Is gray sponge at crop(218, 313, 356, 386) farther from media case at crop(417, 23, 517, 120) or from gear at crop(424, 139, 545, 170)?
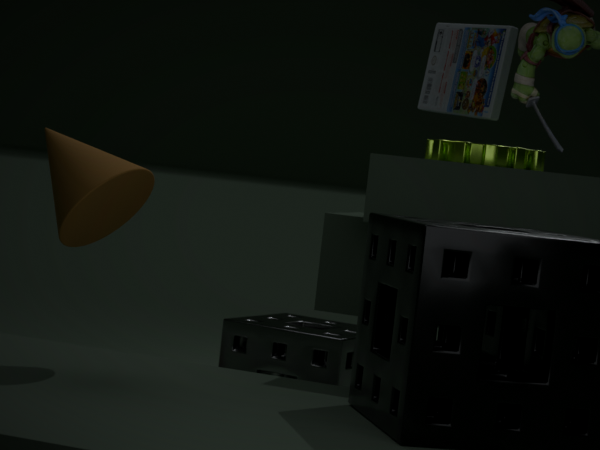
media case at crop(417, 23, 517, 120)
